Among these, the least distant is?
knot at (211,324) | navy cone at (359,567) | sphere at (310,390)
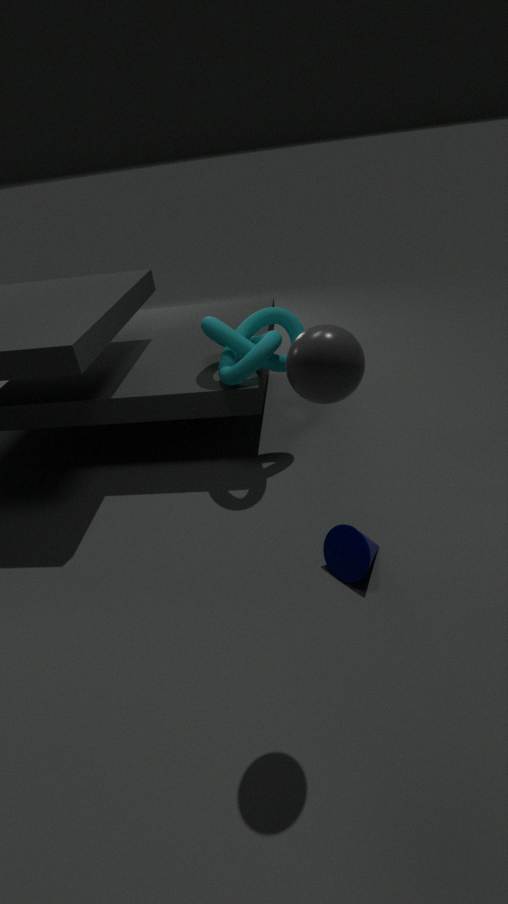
sphere at (310,390)
